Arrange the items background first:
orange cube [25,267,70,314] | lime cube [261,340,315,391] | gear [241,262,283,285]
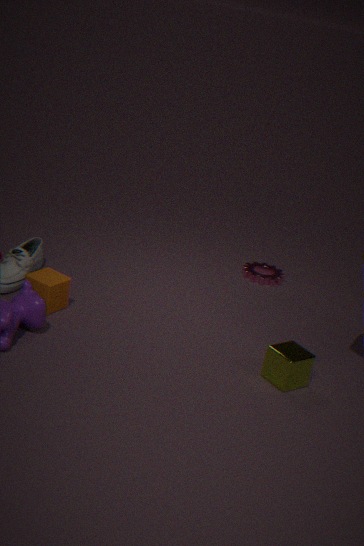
gear [241,262,283,285] → orange cube [25,267,70,314] → lime cube [261,340,315,391]
